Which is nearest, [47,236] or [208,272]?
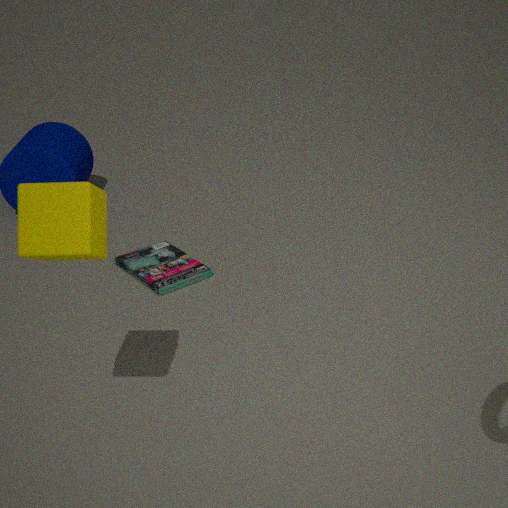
[47,236]
